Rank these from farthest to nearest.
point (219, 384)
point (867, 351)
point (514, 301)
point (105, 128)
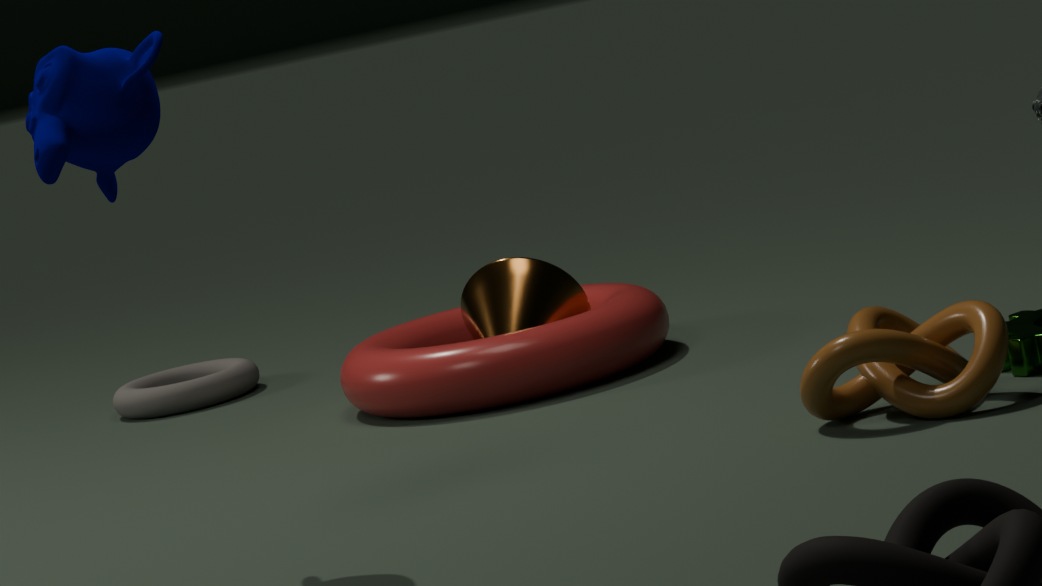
point (219, 384), point (514, 301), point (867, 351), point (105, 128)
